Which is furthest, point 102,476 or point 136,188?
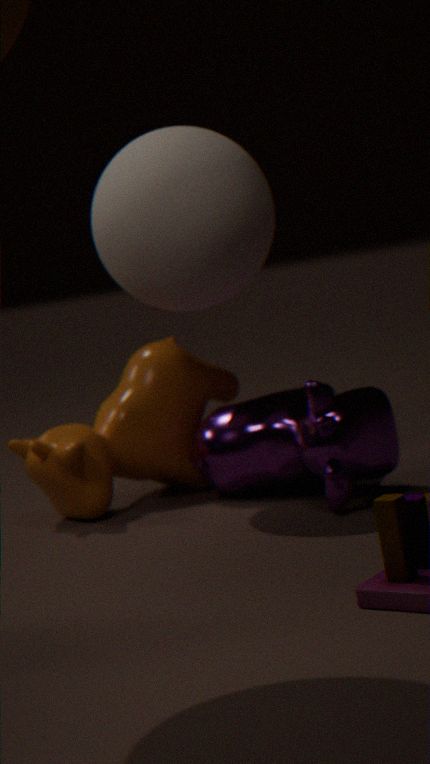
point 102,476
